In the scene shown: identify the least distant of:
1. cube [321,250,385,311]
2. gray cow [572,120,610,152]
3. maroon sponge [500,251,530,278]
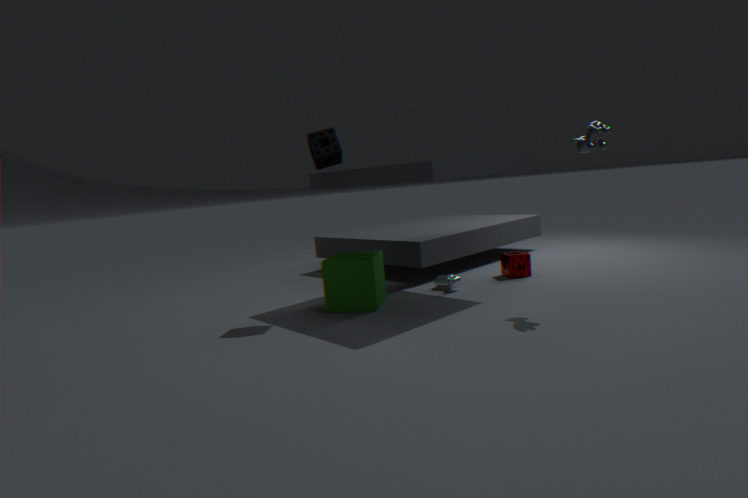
gray cow [572,120,610,152]
